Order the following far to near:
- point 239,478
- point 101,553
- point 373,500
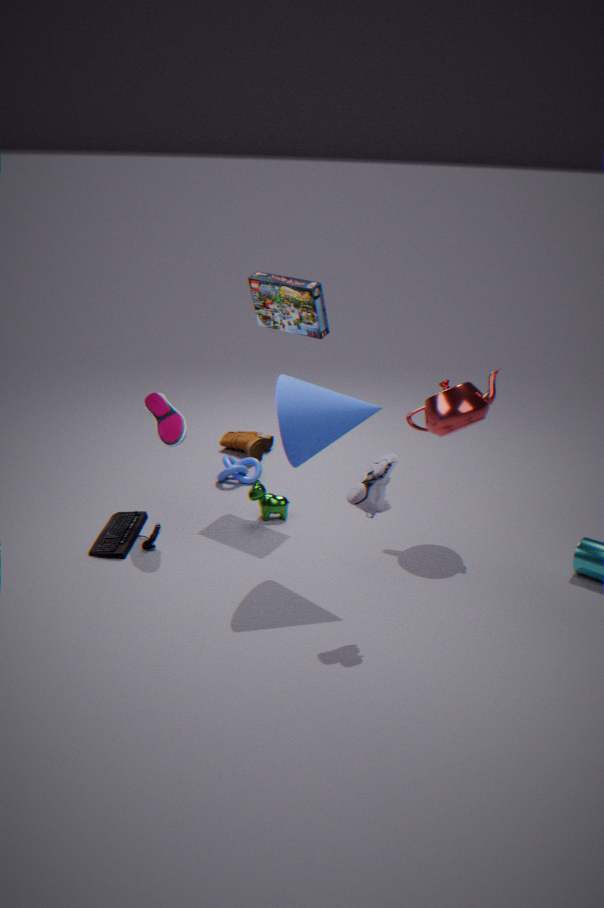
point 239,478 < point 101,553 < point 373,500
